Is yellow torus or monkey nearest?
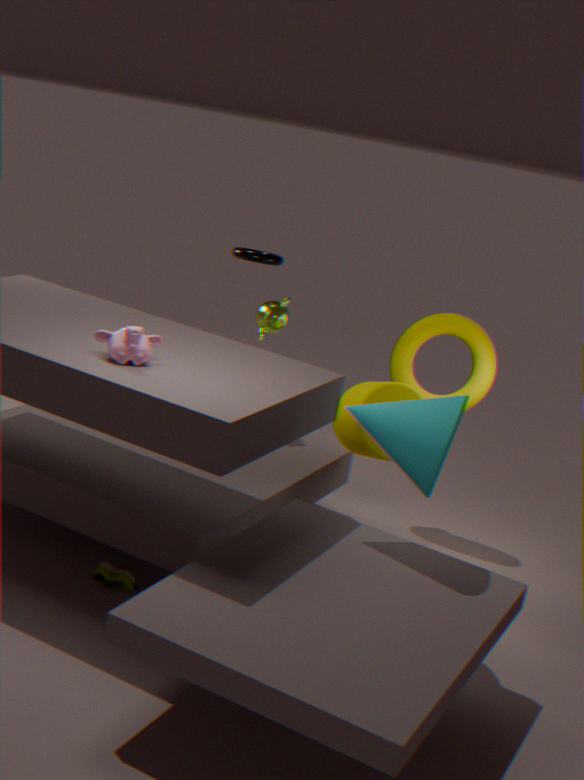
monkey
